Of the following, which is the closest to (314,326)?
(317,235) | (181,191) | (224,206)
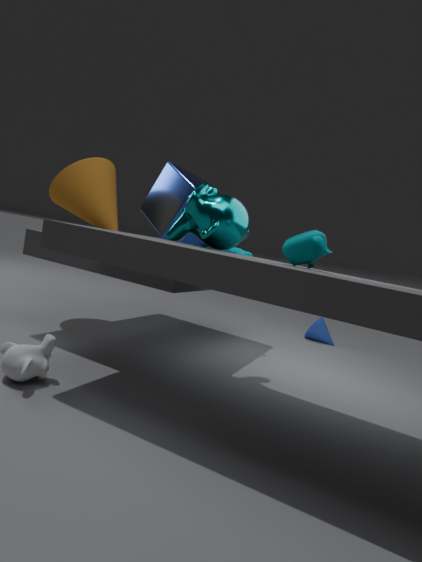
(181,191)
